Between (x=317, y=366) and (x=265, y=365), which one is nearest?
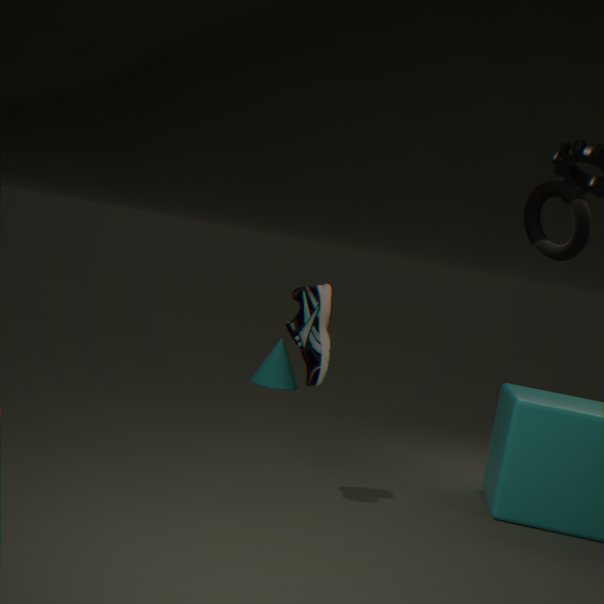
(x=317, y=366)
